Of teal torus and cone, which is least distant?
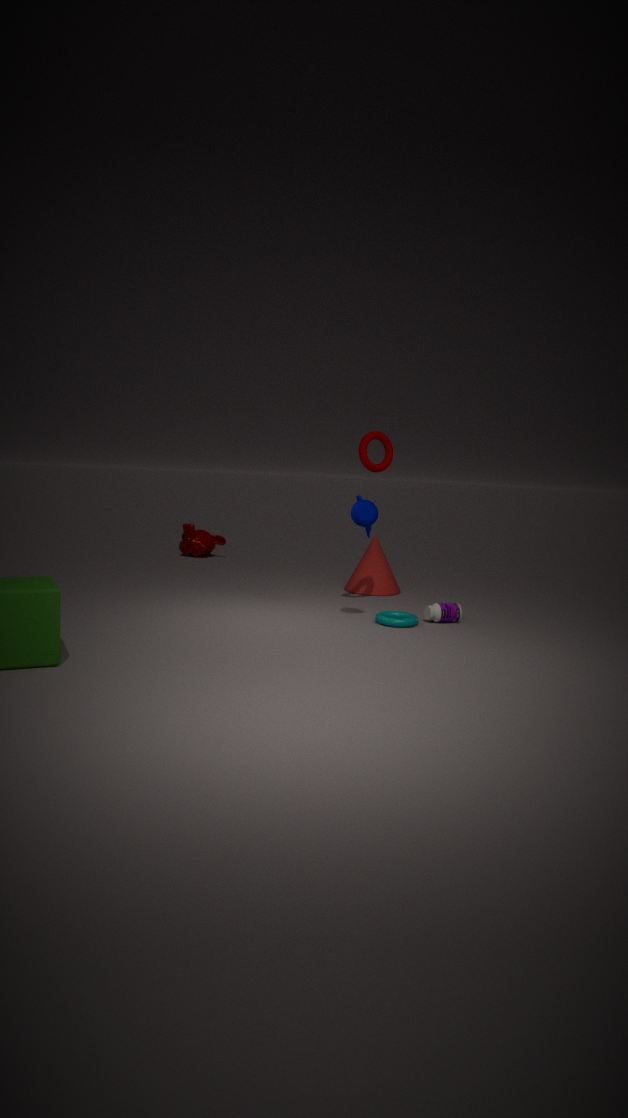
teal torus
